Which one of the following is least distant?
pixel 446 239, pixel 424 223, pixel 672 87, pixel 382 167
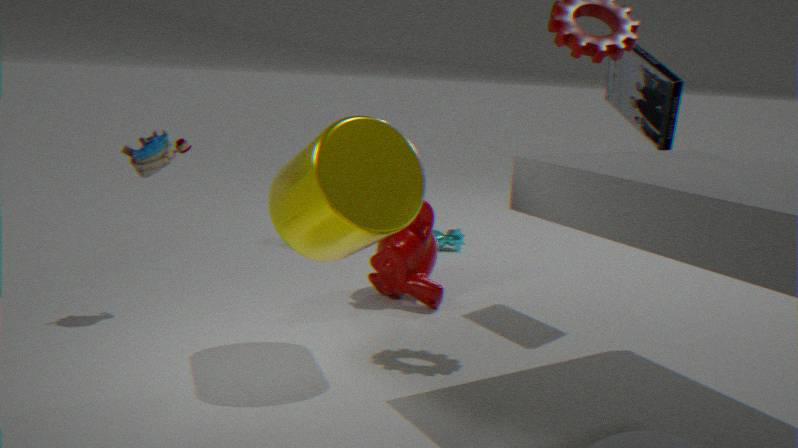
pixel 382 167
